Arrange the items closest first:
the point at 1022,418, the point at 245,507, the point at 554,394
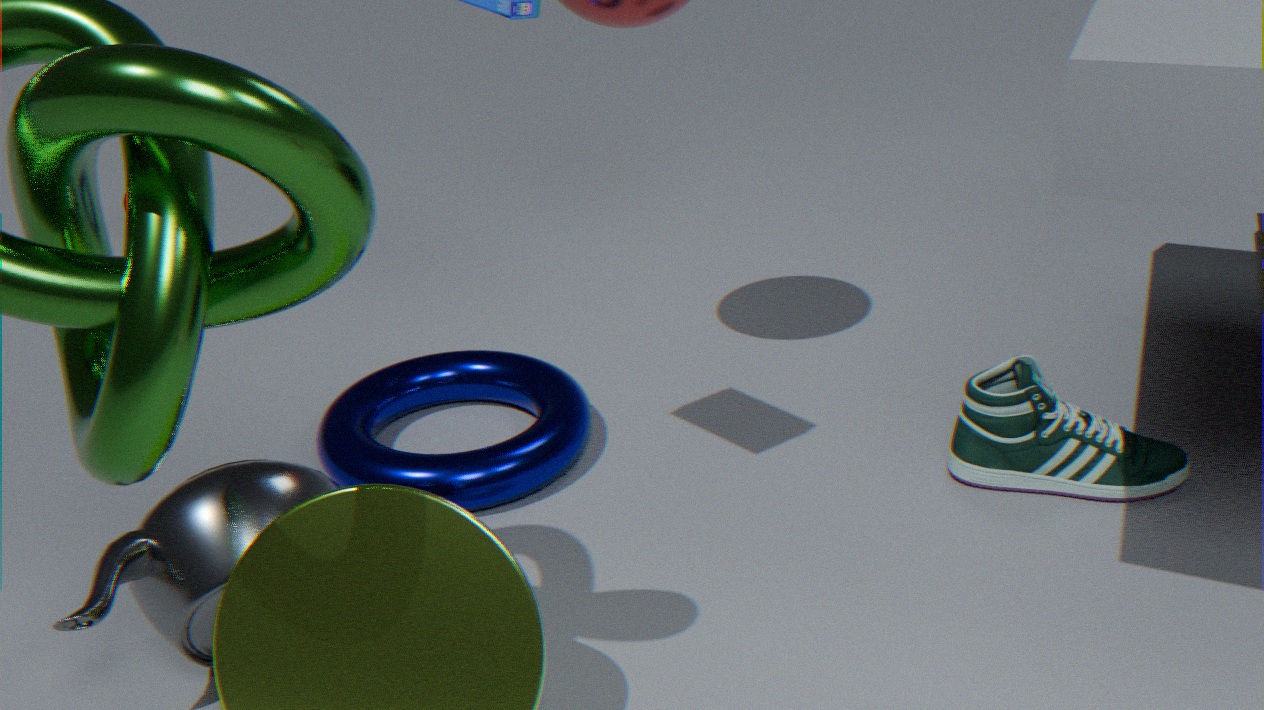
the point at 245,507
the point at 1022,418
the point at 554,394
